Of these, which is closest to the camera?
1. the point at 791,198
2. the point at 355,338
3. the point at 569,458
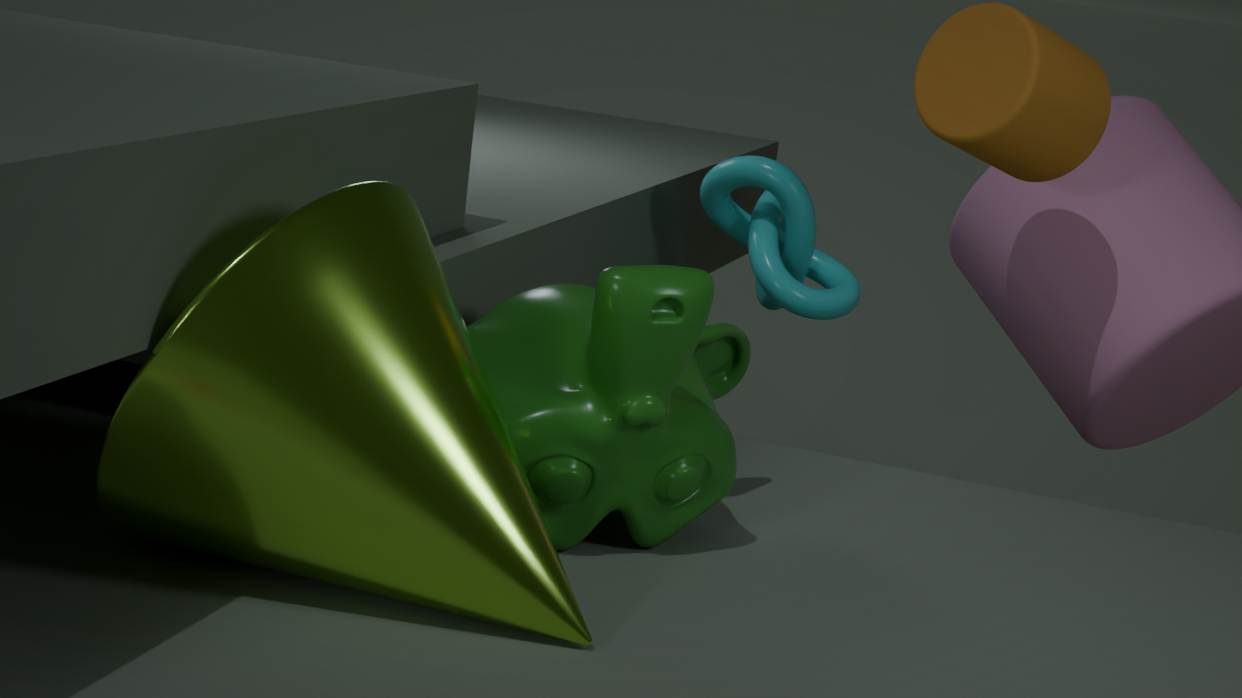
the point at 355,338
